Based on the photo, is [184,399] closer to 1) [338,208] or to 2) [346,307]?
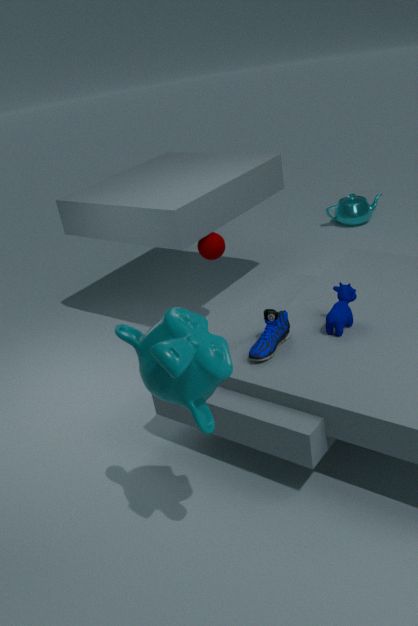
2) [346,307]
